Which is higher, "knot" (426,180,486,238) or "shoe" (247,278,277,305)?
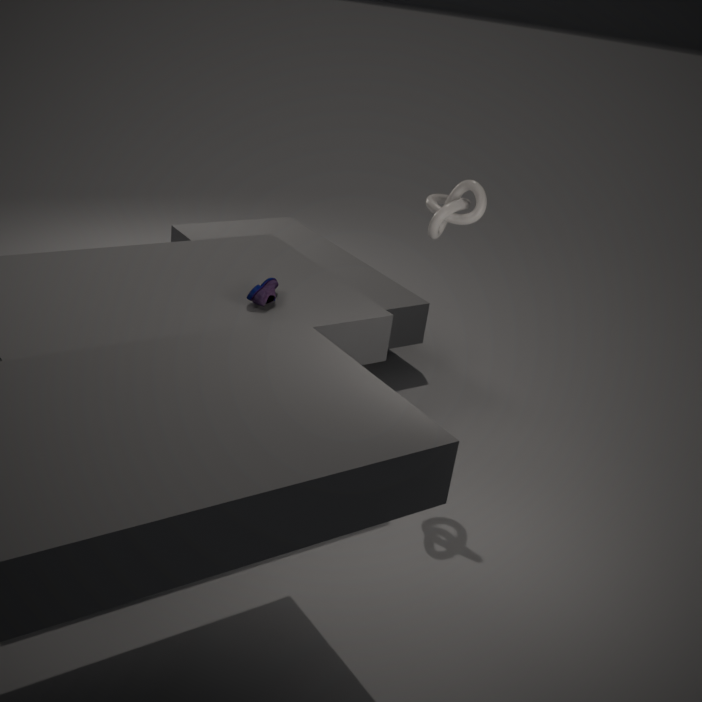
"knot" (426,180,486,238)
